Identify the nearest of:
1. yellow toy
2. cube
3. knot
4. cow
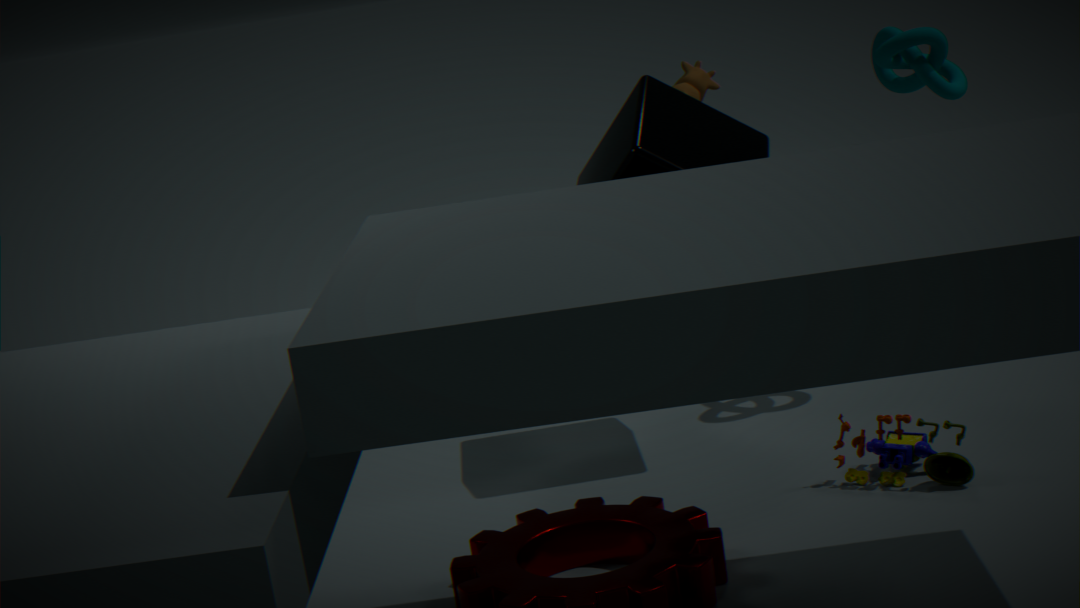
yellow toy
